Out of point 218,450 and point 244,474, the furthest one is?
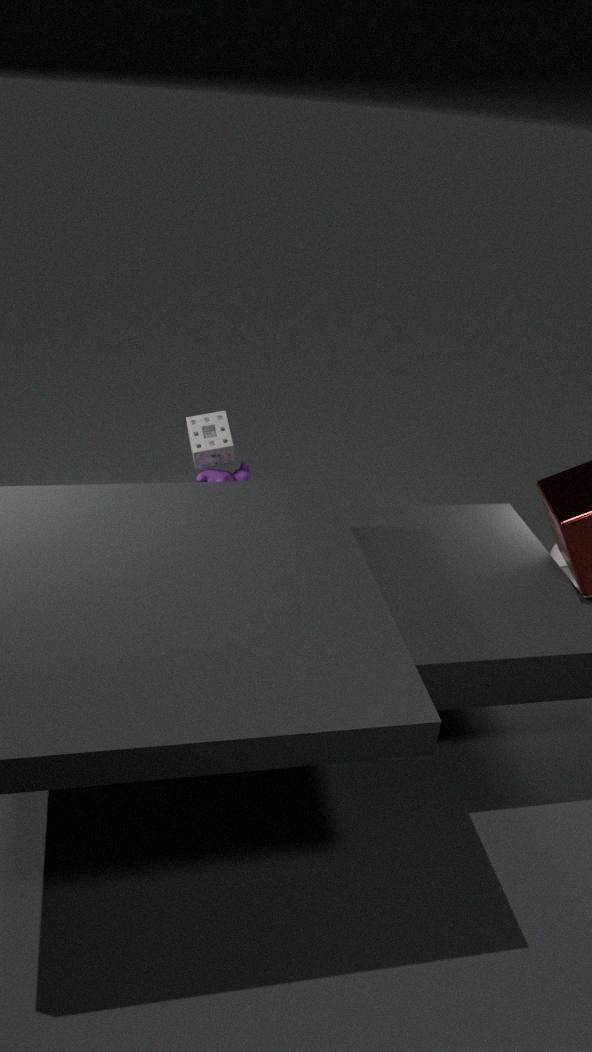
point 244,474
